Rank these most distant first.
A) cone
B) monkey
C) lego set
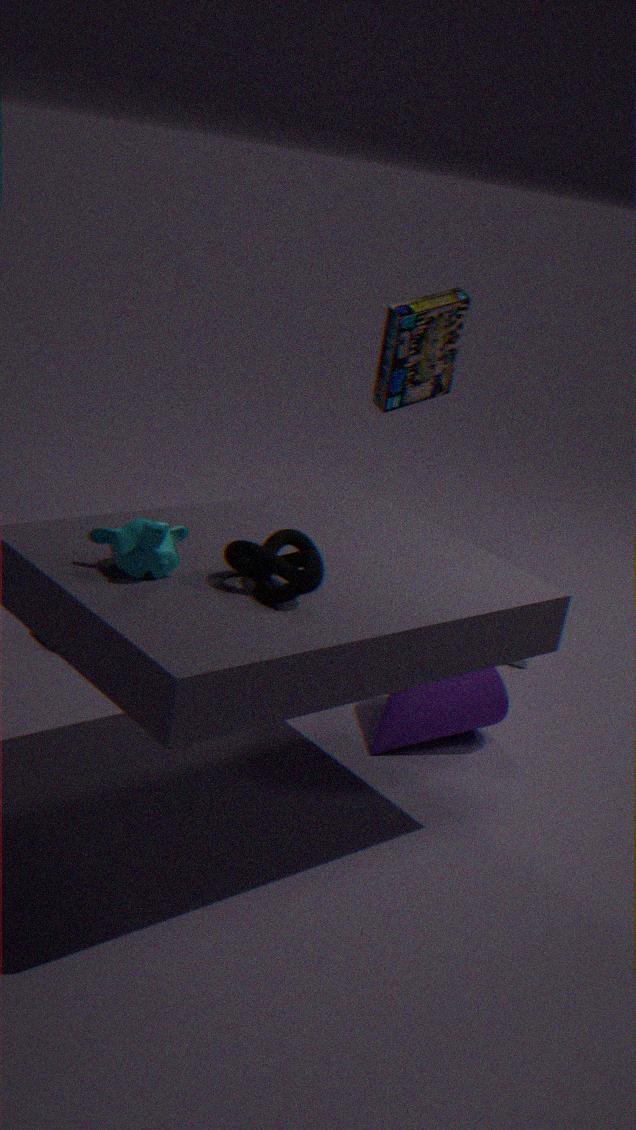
1. lego set
2. cone
3. monkey
